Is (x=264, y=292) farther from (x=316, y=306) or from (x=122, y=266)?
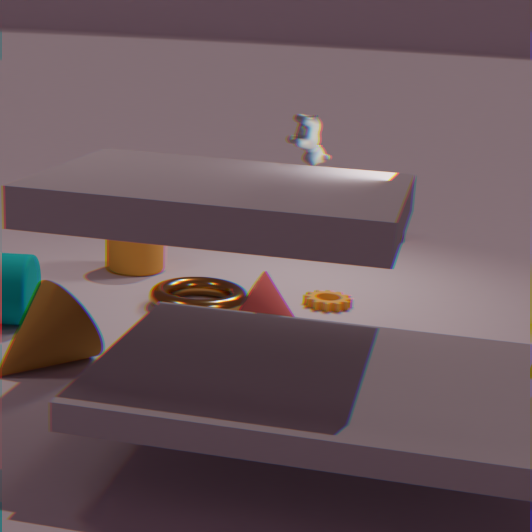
(x=122, y=266)
